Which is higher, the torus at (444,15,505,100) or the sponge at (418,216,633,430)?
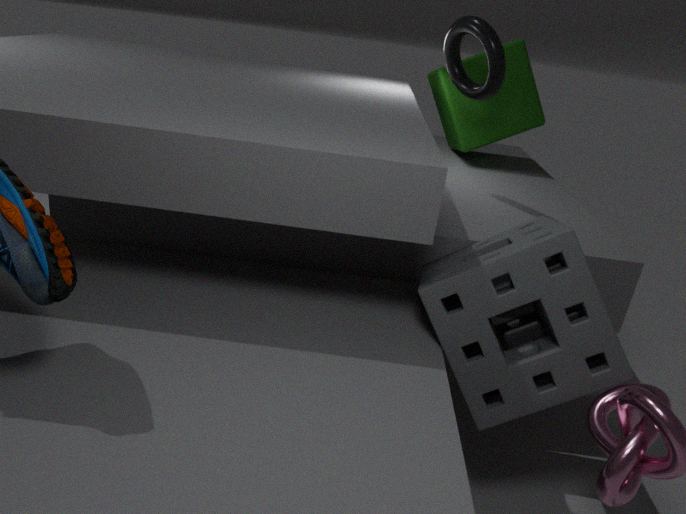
the torus at (444,15,505,100)
